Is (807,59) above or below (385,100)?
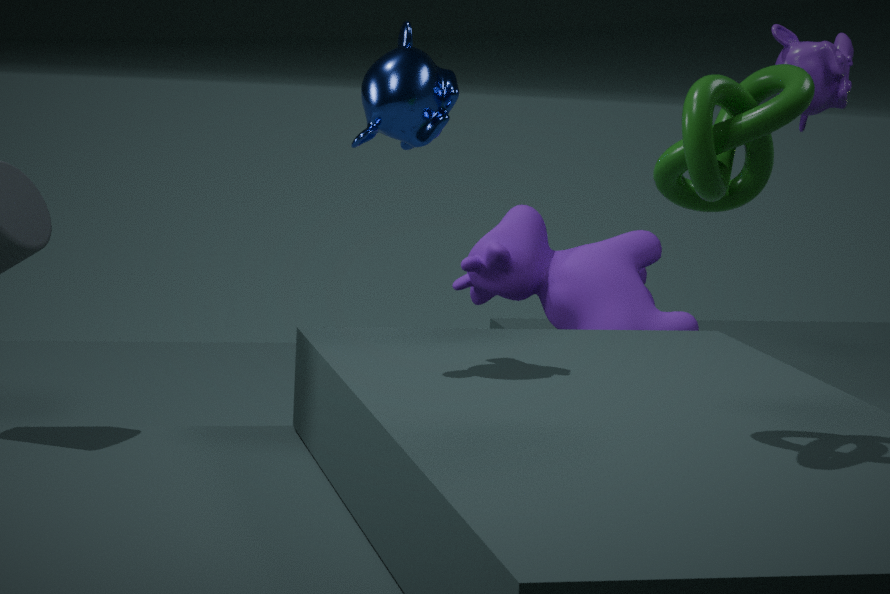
above
